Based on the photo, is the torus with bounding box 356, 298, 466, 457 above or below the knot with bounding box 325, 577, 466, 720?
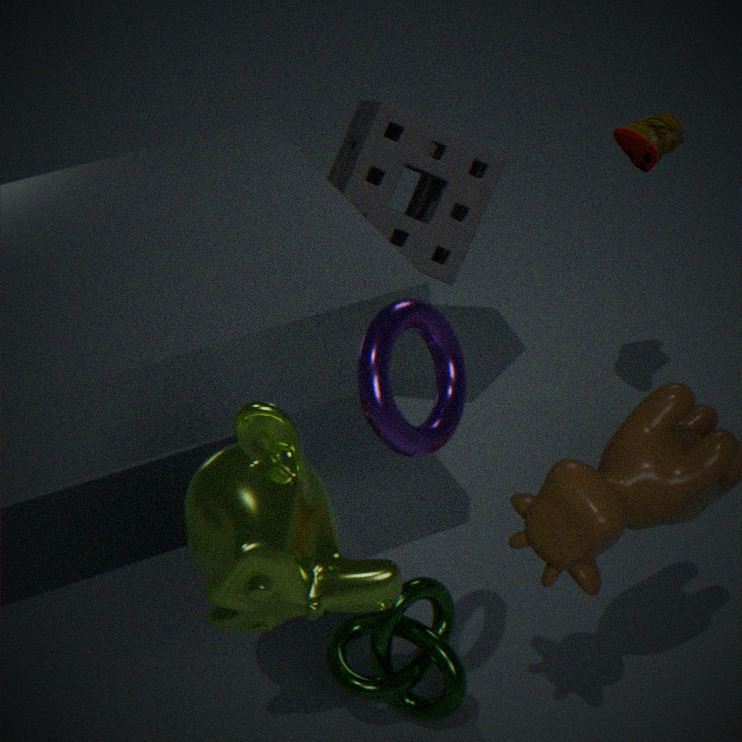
above
